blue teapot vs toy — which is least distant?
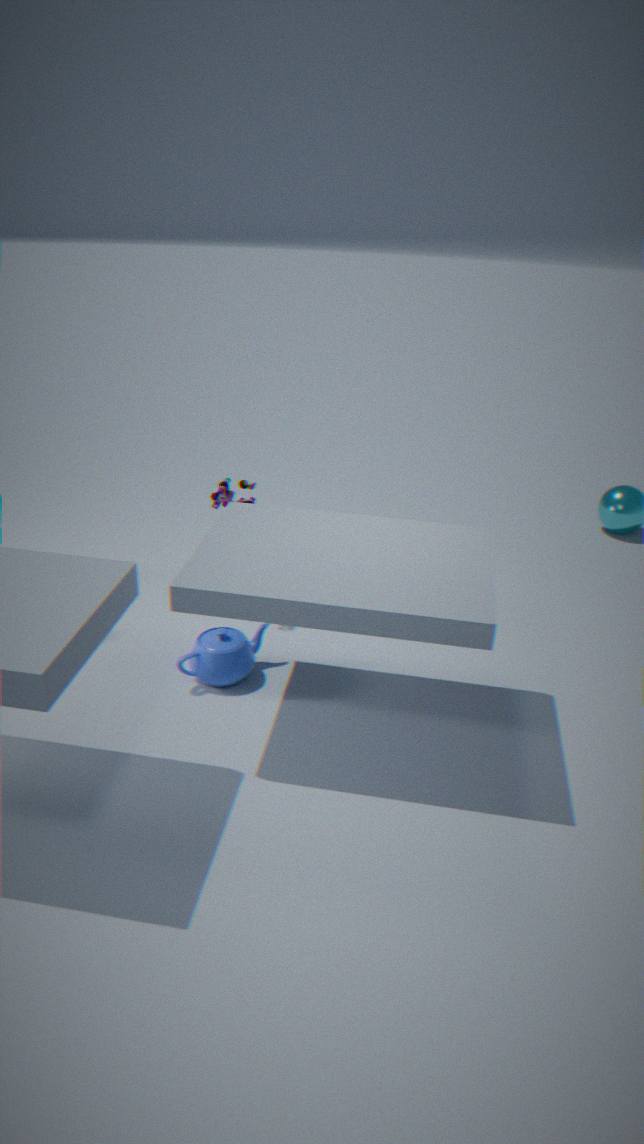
blue teapot
